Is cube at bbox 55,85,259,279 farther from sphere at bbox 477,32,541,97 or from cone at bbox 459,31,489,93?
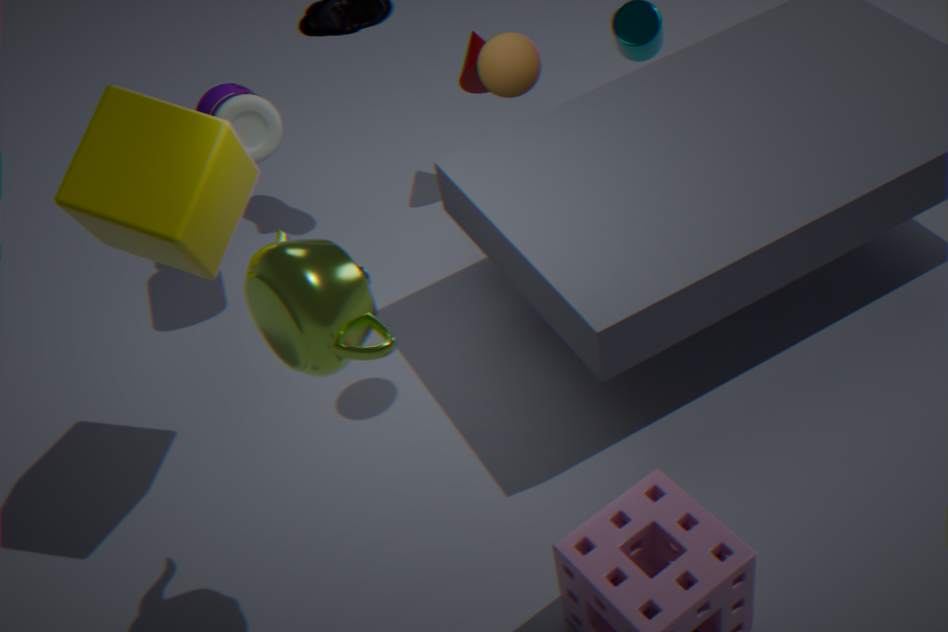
cone at bbox 459,31,489,93
